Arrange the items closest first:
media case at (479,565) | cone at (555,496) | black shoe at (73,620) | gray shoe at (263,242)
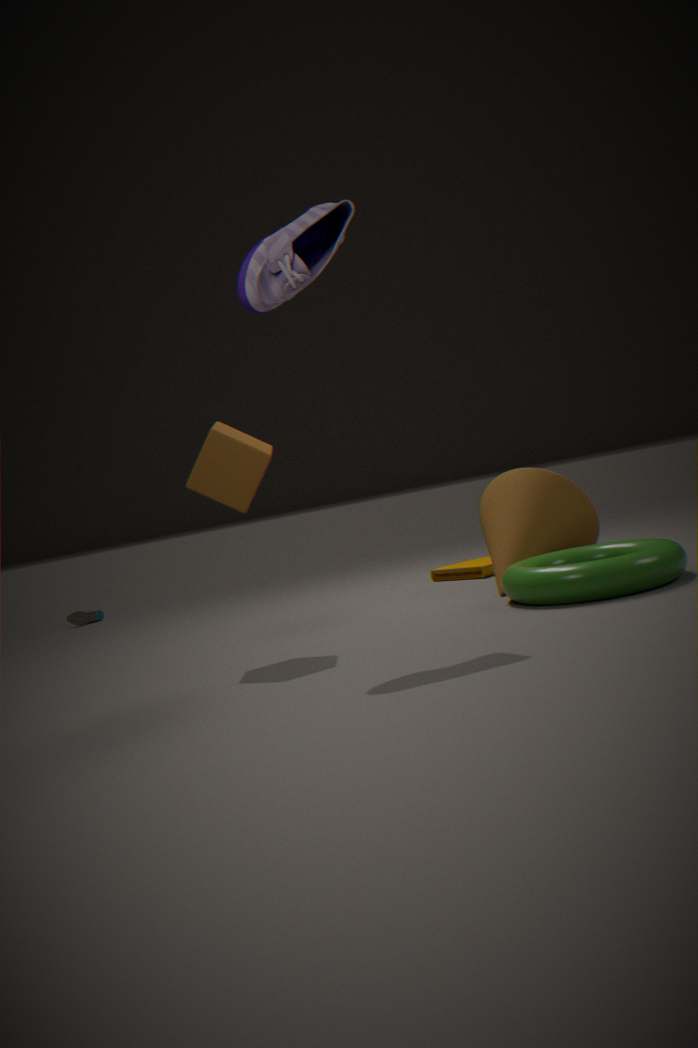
gray shoe at (263,242), cone at (555,496), media case at (479,565), black shoe at (73,620)
